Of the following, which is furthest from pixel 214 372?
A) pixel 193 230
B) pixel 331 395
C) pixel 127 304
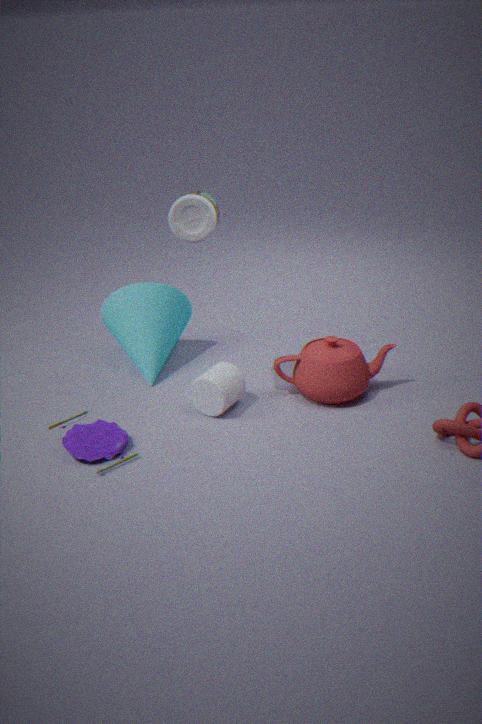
pixel 193 230
